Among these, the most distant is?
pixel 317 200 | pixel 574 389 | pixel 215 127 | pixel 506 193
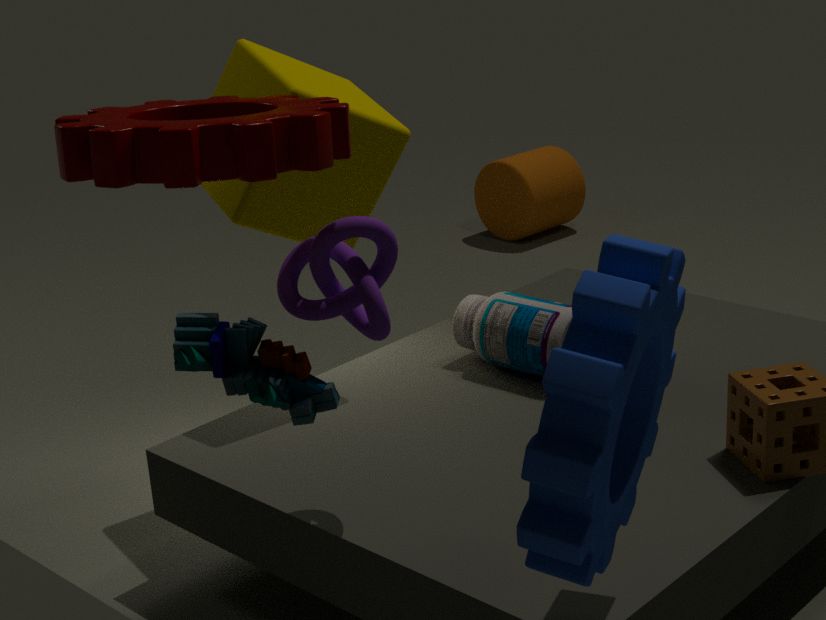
pixel 506 193
